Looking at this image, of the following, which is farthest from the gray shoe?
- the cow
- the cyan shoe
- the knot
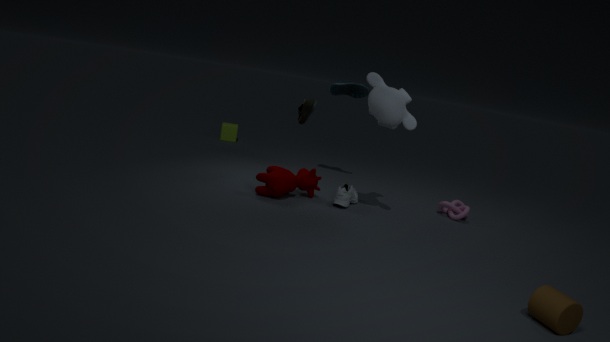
the cyan shoe
